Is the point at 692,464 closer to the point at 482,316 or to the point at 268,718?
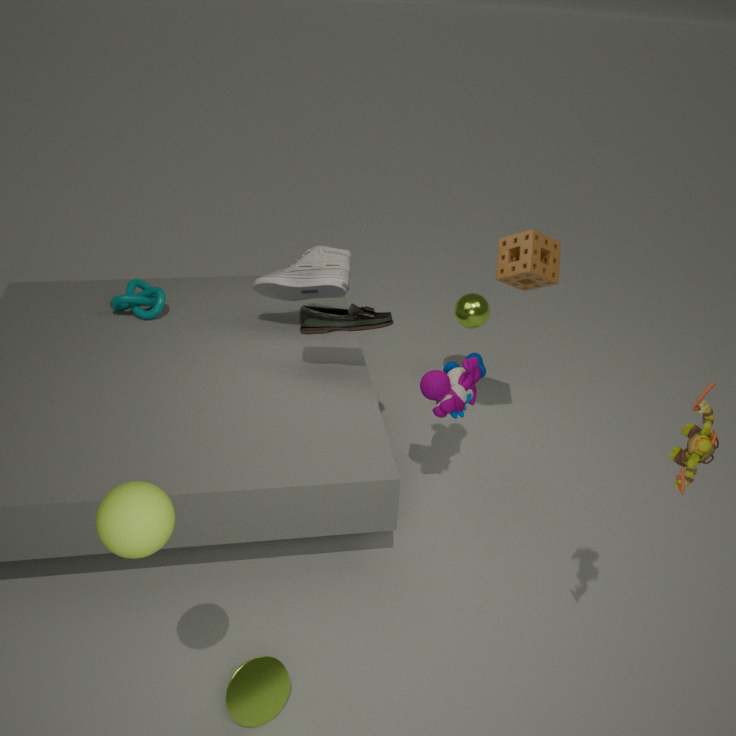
the point at 268,718
